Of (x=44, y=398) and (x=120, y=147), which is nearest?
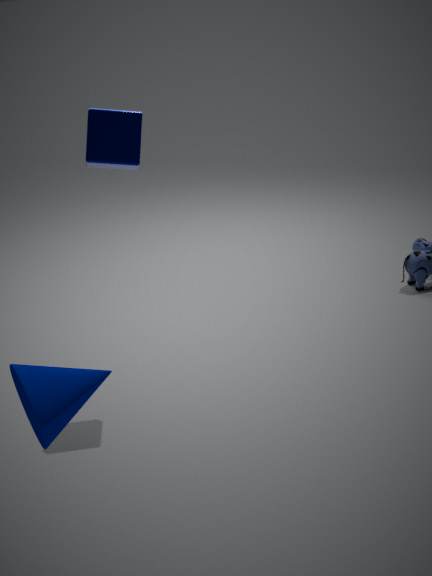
(x=44, y=398)
